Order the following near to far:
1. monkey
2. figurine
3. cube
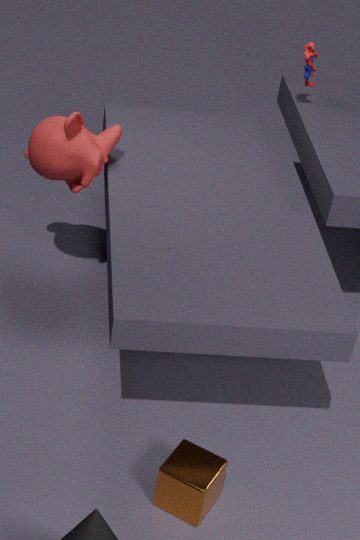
cube
monkey
figurine
